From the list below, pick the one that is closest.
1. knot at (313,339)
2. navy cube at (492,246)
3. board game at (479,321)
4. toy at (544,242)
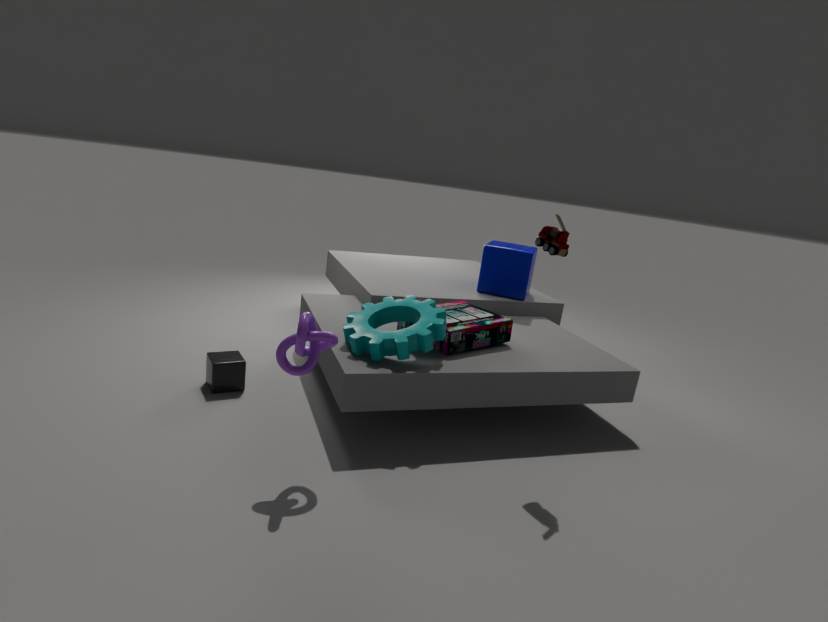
knot at (313,339)
